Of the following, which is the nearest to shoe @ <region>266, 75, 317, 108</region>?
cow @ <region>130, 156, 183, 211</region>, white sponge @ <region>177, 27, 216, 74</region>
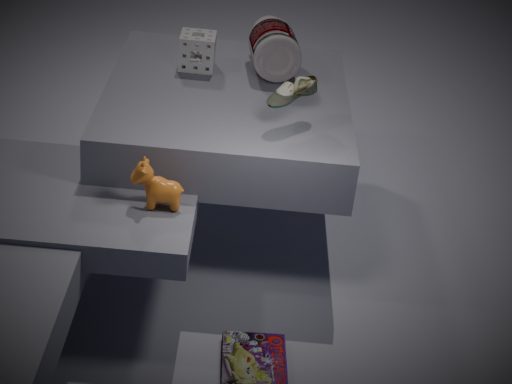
cow @ <region>130, 156, 183, 211</region>
